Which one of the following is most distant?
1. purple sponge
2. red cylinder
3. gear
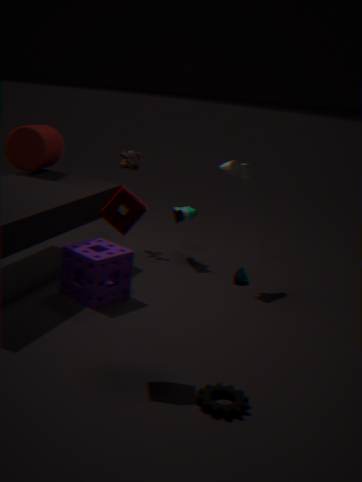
red cylinder
